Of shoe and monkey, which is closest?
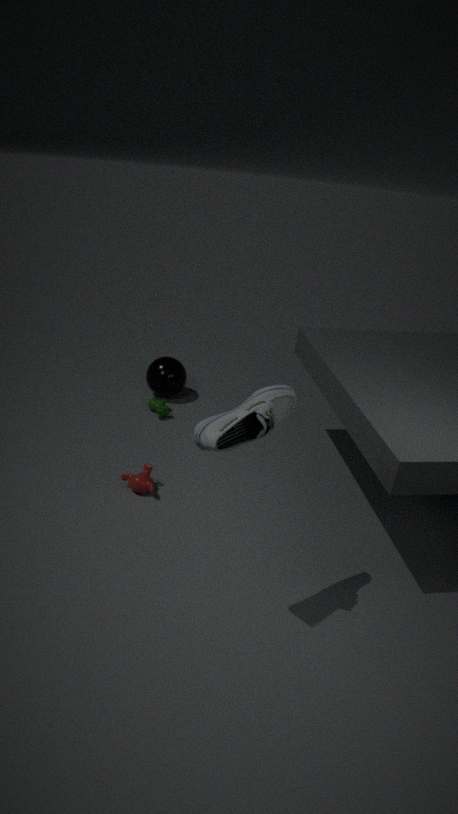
shoe
